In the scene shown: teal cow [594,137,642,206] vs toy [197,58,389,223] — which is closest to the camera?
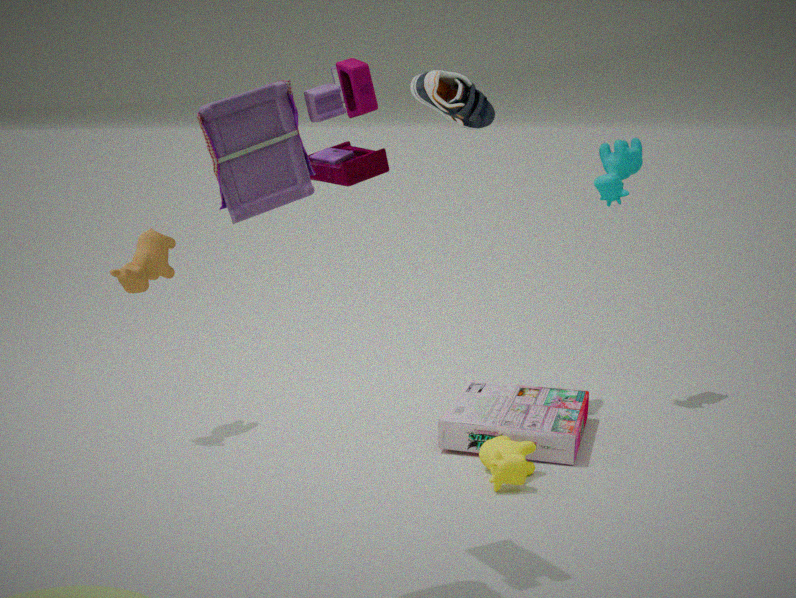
toy [197,58,389,223]
